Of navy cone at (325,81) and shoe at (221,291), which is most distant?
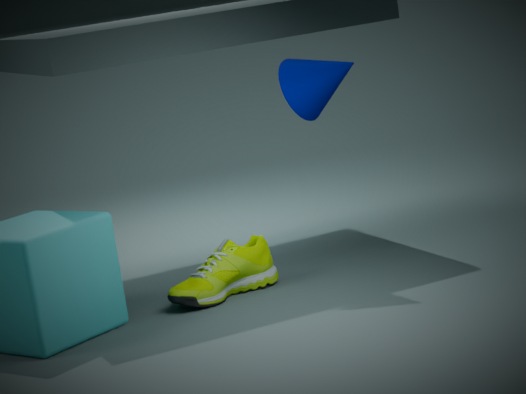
shoe at (221,291)
